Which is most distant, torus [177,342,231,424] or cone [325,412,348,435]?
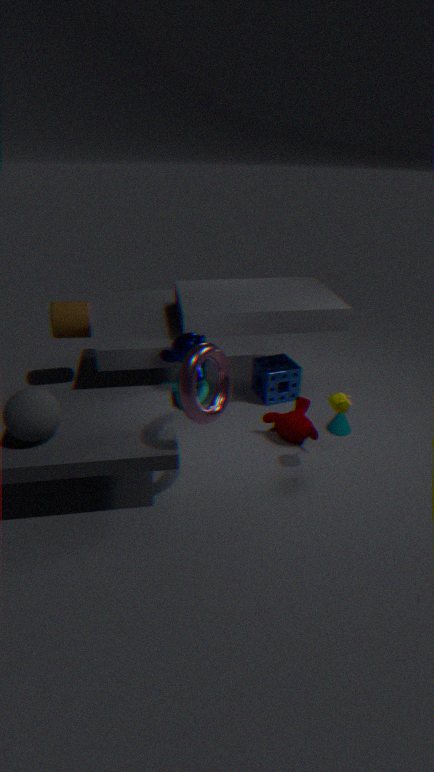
cone [325,412,348,435]
